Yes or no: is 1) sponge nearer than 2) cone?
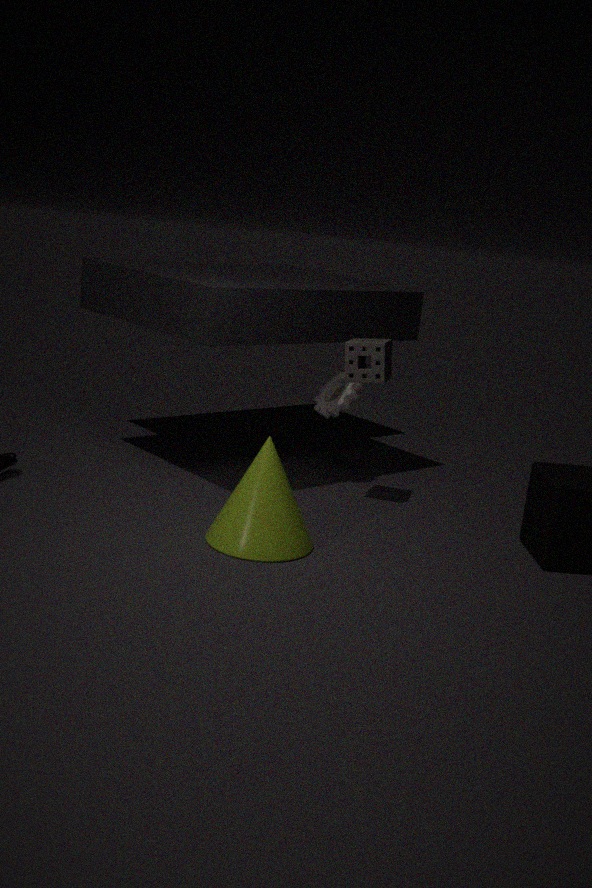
No
